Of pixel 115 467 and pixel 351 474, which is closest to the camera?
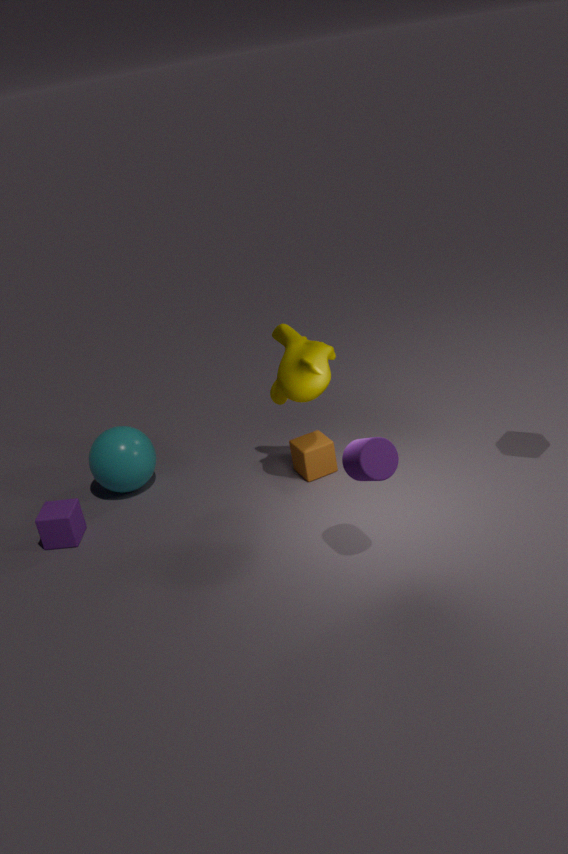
pixel 351 474
